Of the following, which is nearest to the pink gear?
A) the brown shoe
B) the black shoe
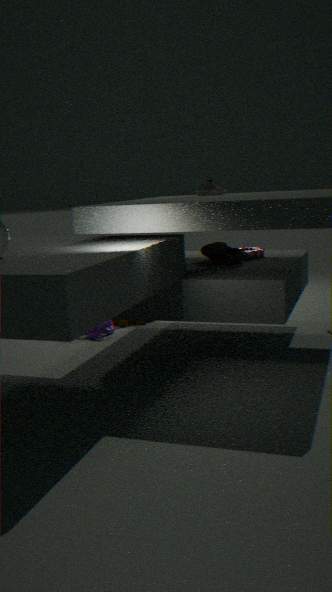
the brown shoe
